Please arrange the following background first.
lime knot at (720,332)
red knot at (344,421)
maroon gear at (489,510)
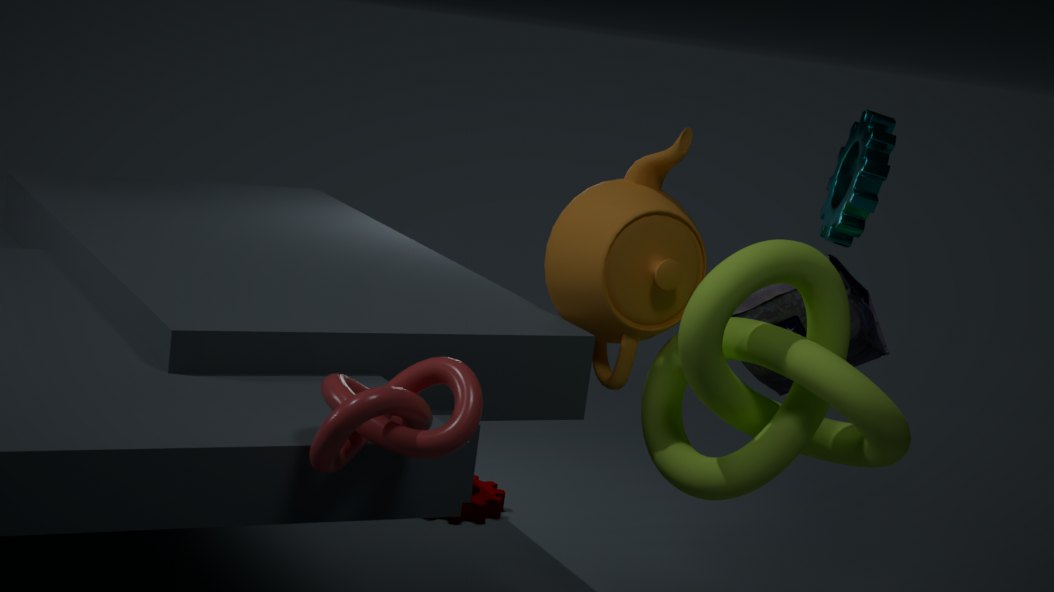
maroon gear at (489,510), lime knot at (720,332), red knot at (344,421)
